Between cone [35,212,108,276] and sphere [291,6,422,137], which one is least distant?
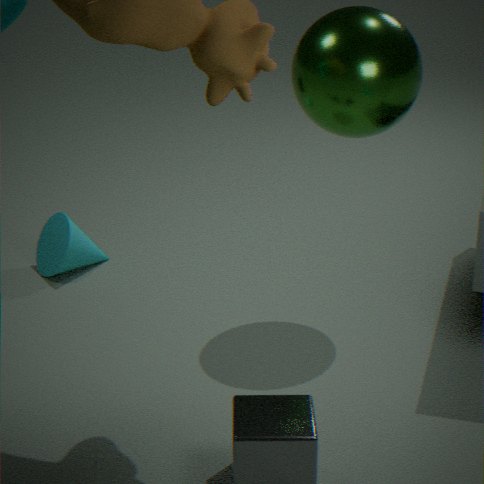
sphere [291,6,422,137]
